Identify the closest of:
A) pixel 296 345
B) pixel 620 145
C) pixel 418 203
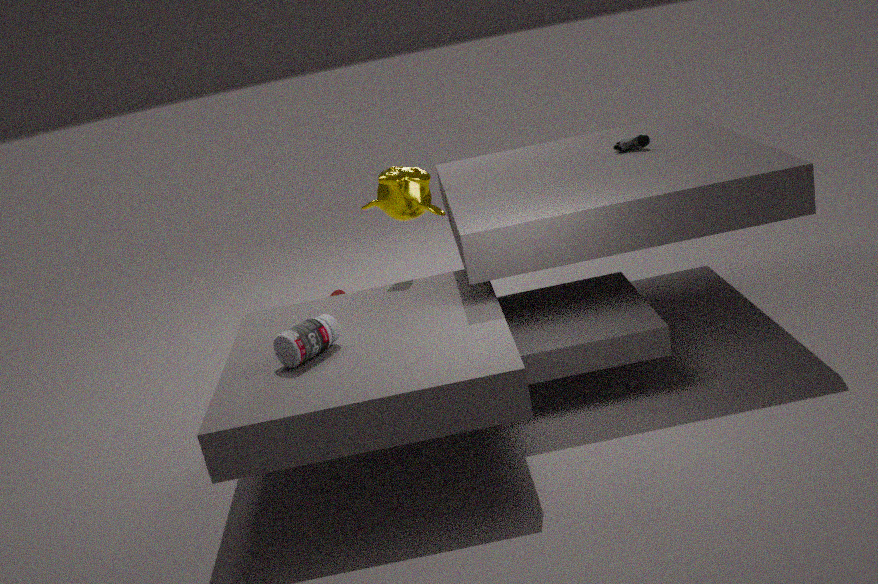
pixel 296 345
